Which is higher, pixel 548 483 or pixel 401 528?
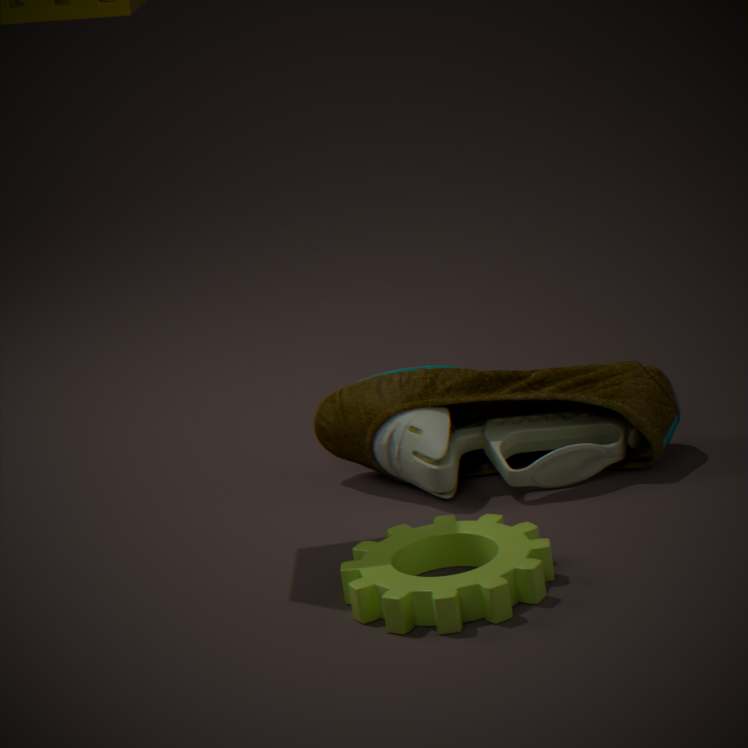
pixel 548 483
